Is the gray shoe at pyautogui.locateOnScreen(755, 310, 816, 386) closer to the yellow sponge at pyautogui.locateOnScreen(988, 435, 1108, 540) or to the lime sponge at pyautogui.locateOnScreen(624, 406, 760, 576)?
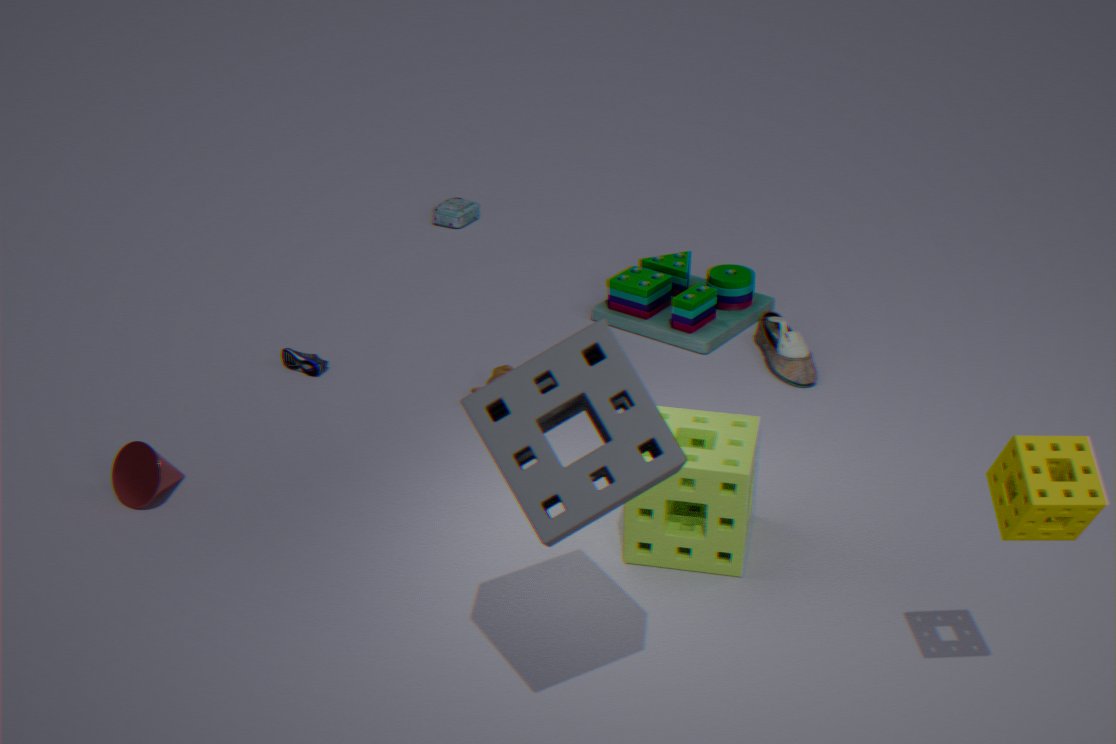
the lime sponge at pyautogui.locateOnScreen(624, 406, 760, 576)
